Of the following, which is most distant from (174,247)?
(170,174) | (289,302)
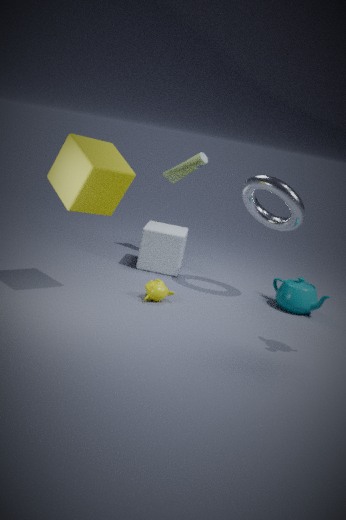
(289,302)
